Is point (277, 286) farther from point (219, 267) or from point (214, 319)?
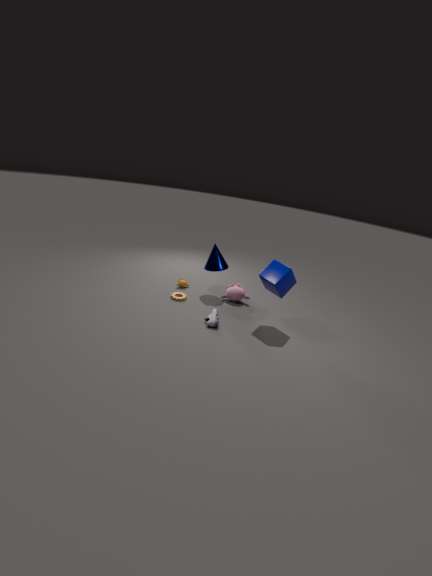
point (219, 267)
